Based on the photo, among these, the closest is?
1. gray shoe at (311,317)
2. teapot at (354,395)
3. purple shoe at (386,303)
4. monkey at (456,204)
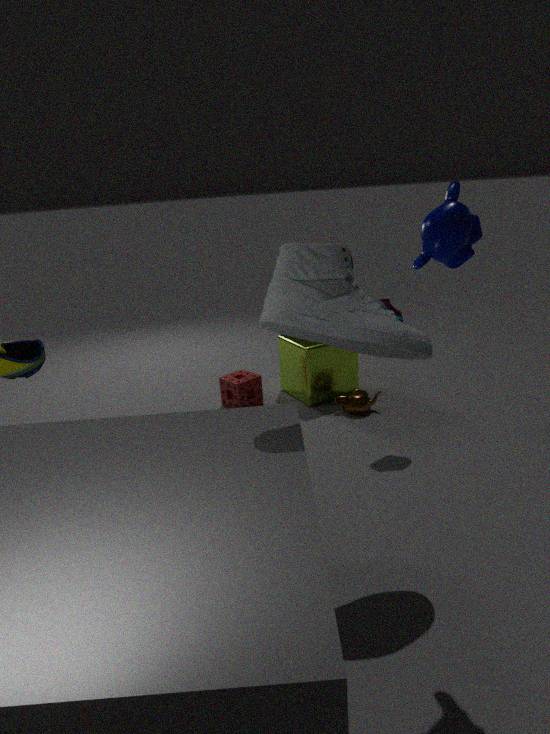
monkey at (456,204)
